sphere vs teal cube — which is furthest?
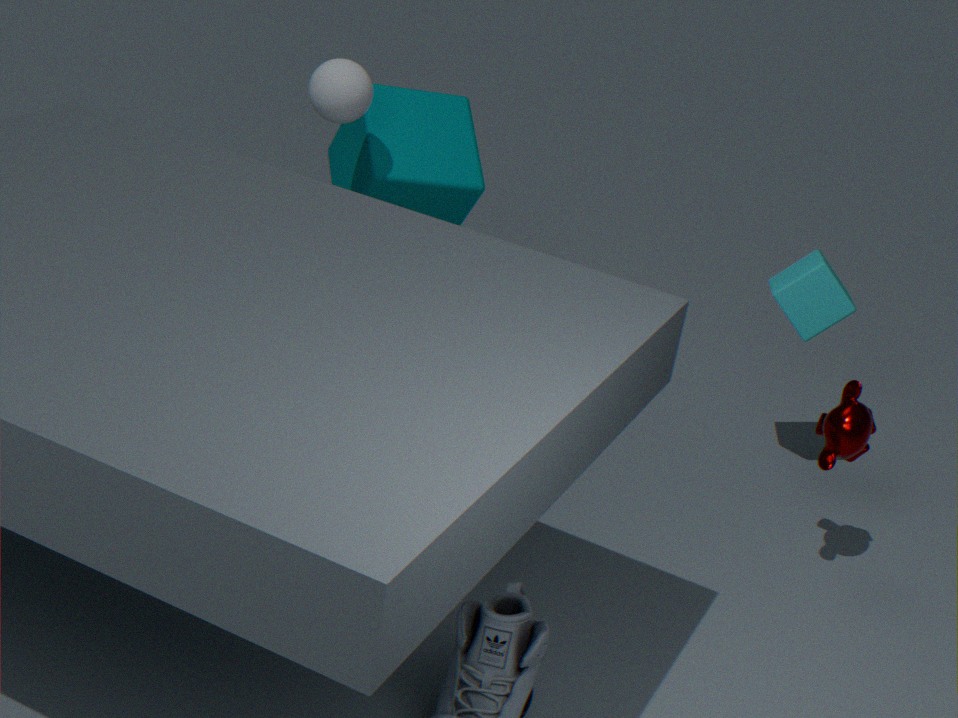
teal cube
